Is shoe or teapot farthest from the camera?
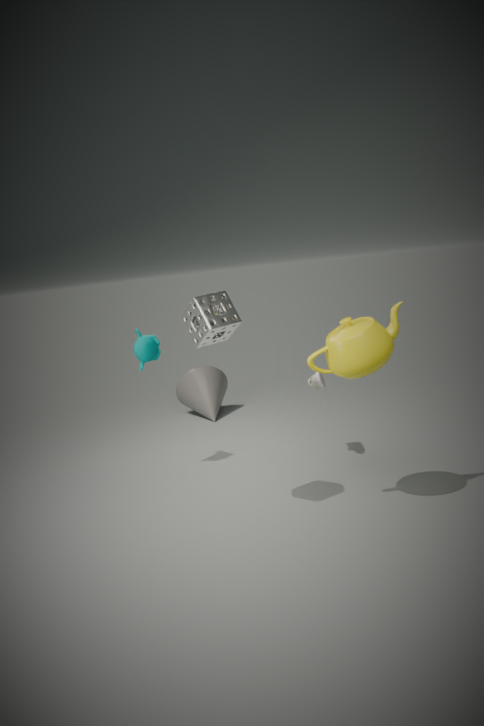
shoe
